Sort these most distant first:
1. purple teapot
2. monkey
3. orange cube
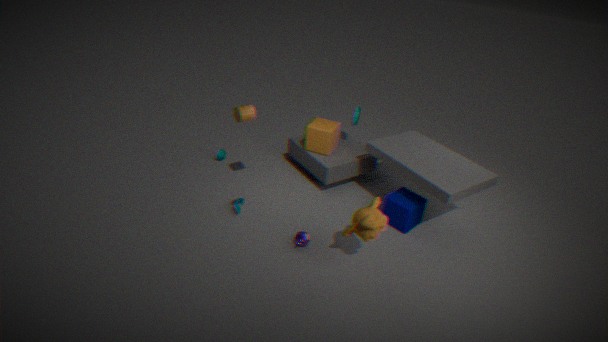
1. orange cube
2. purple teapot
3. monkey
